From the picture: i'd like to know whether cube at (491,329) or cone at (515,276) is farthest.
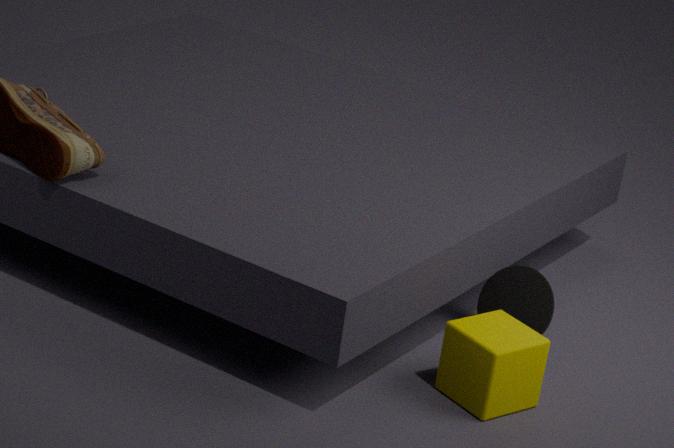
cone at (515,276)
